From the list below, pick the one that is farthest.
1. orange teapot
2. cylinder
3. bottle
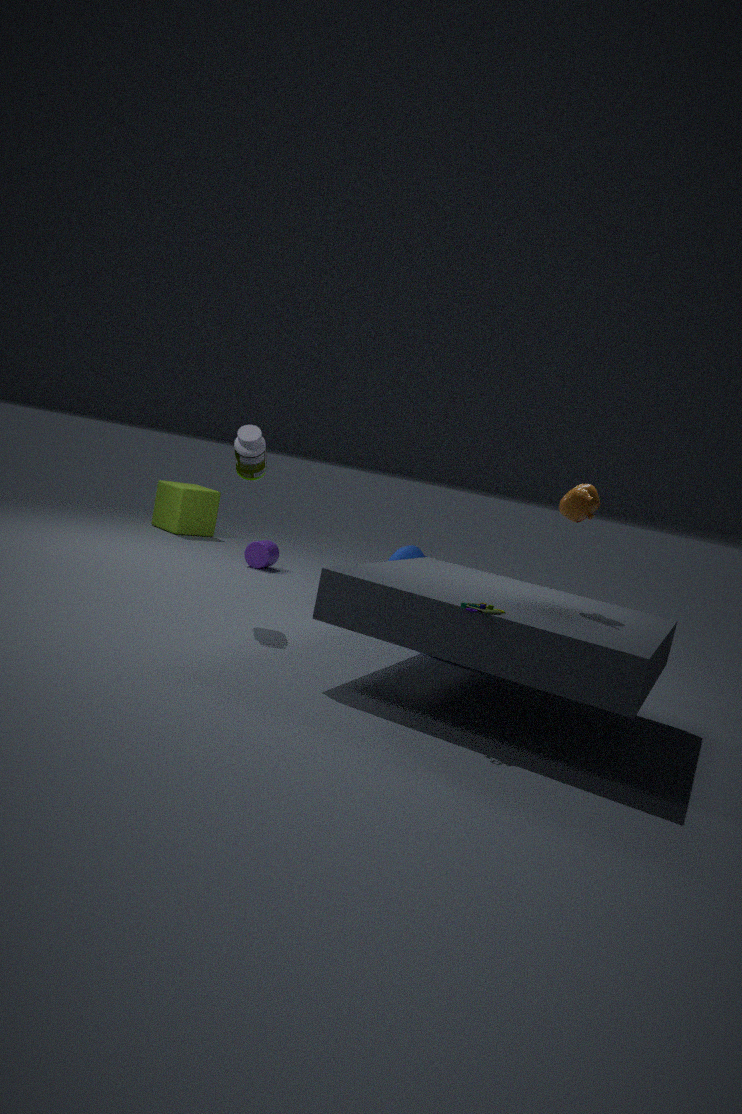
cylinder
